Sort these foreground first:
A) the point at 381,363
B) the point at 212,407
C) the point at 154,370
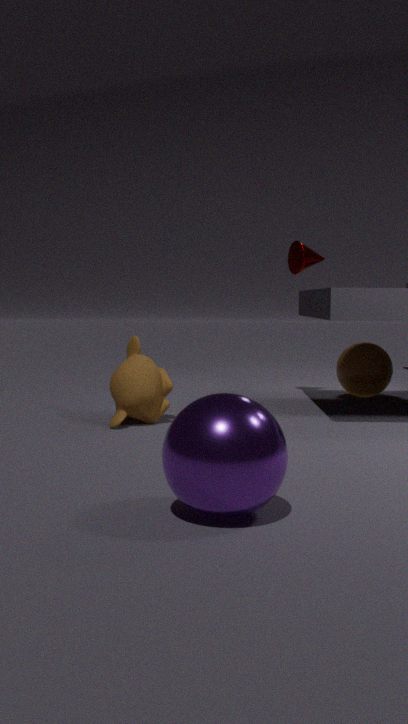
1. the point at 212,407
2. the point at 154,370
3. the point at 381,363
